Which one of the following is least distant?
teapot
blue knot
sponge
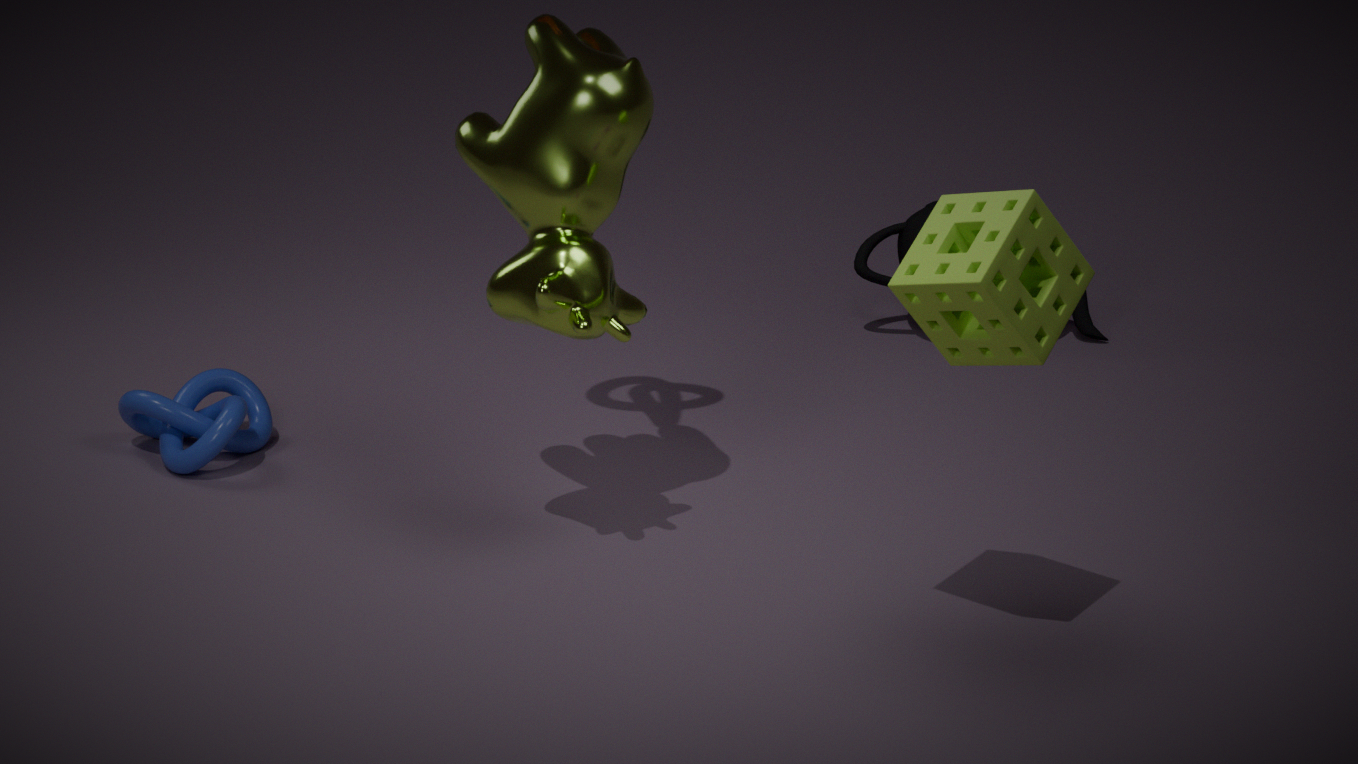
sponge
